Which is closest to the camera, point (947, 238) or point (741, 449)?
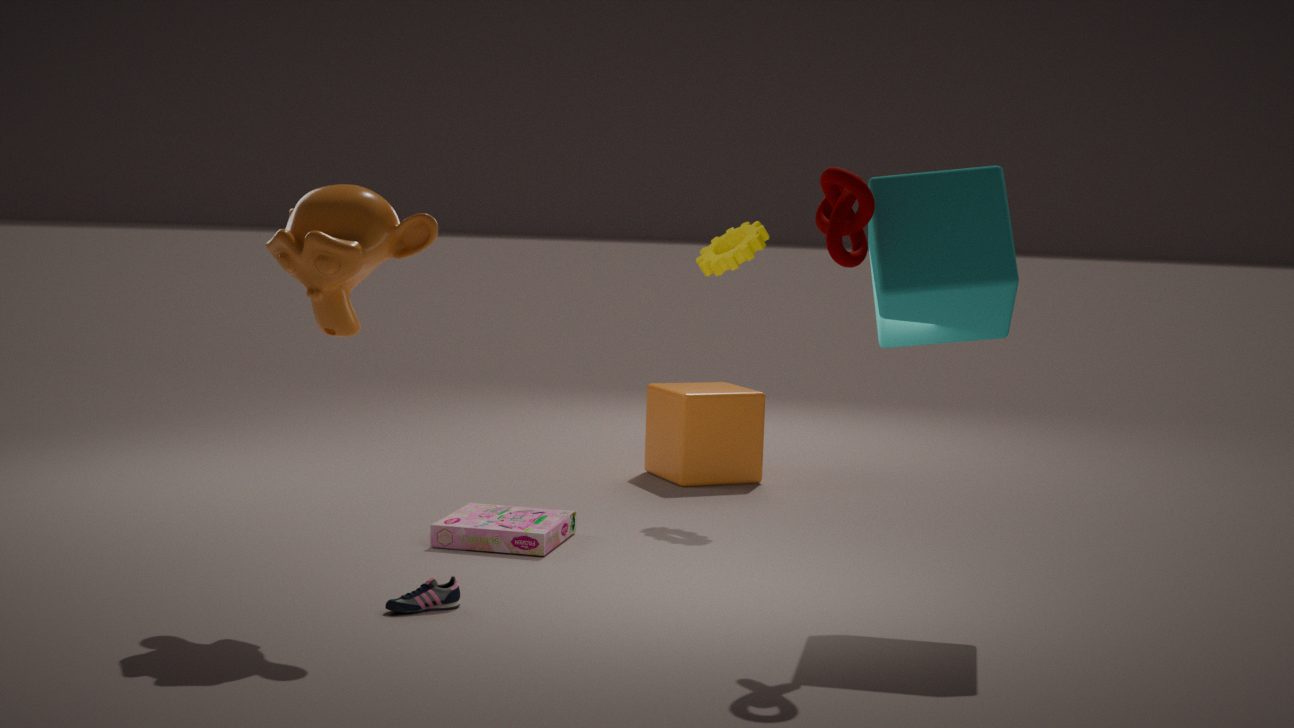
point (947, 238)
